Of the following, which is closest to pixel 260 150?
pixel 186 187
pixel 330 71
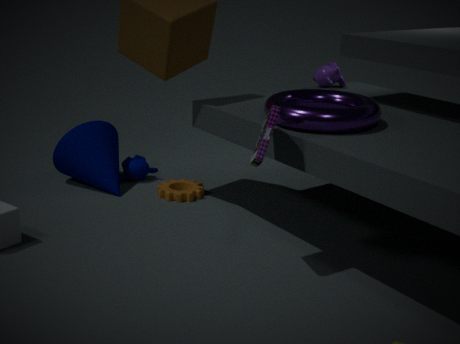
pixel 186 187
